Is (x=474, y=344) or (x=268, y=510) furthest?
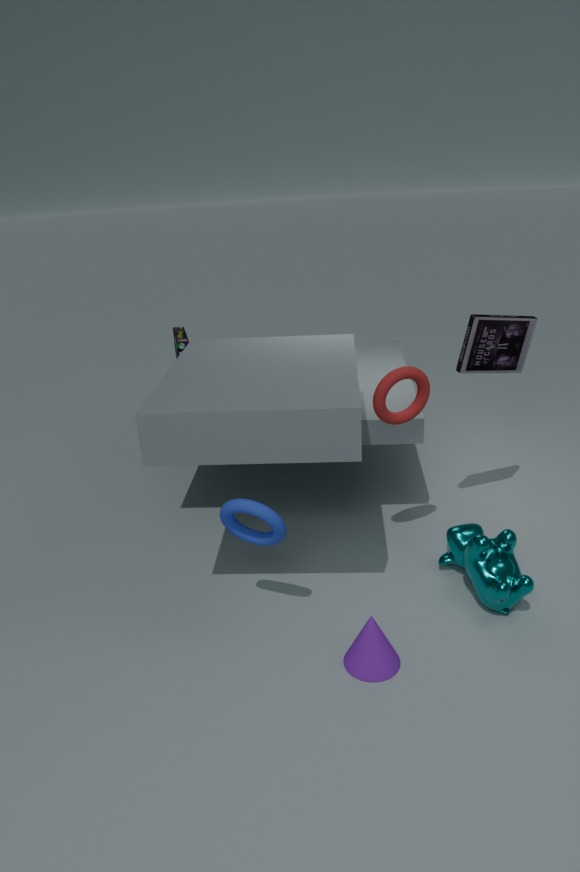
(x=474, y=344)
